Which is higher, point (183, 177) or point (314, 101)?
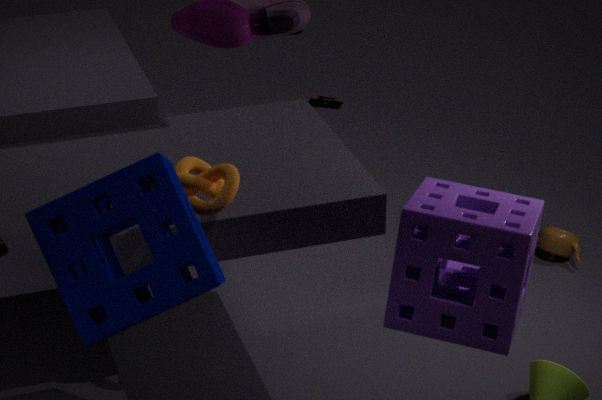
point (183, 177)
